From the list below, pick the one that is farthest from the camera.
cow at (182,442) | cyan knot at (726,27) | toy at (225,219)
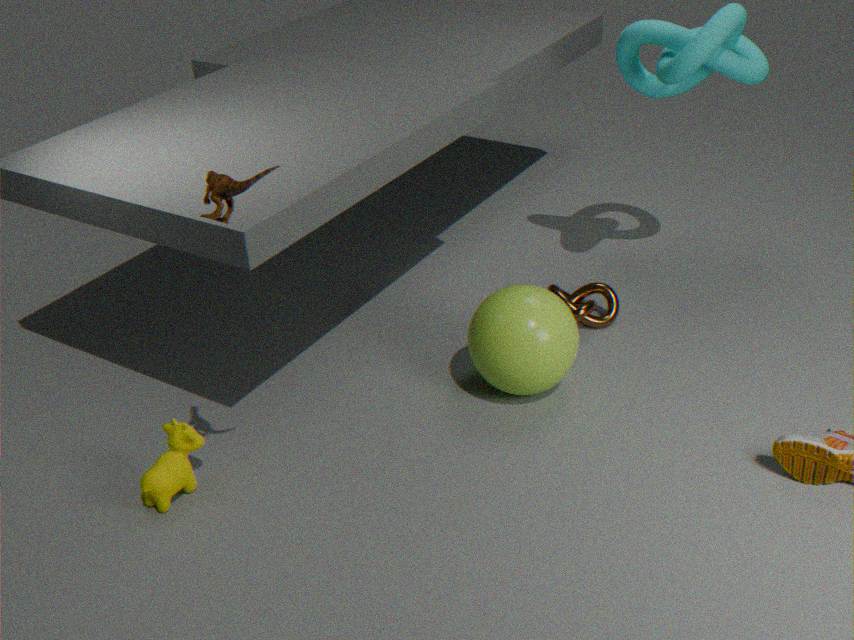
cyan knot at (726,27)
